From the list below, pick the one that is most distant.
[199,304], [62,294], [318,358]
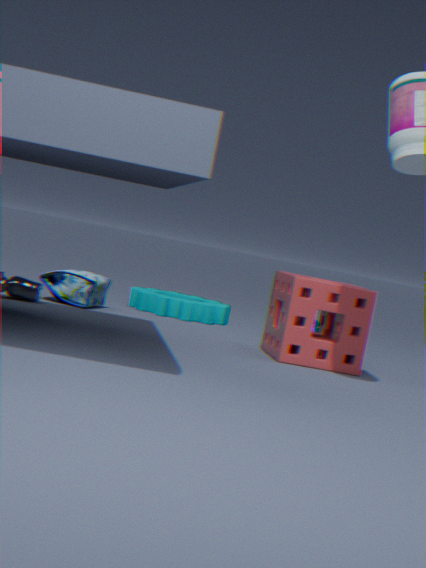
[199,304]
